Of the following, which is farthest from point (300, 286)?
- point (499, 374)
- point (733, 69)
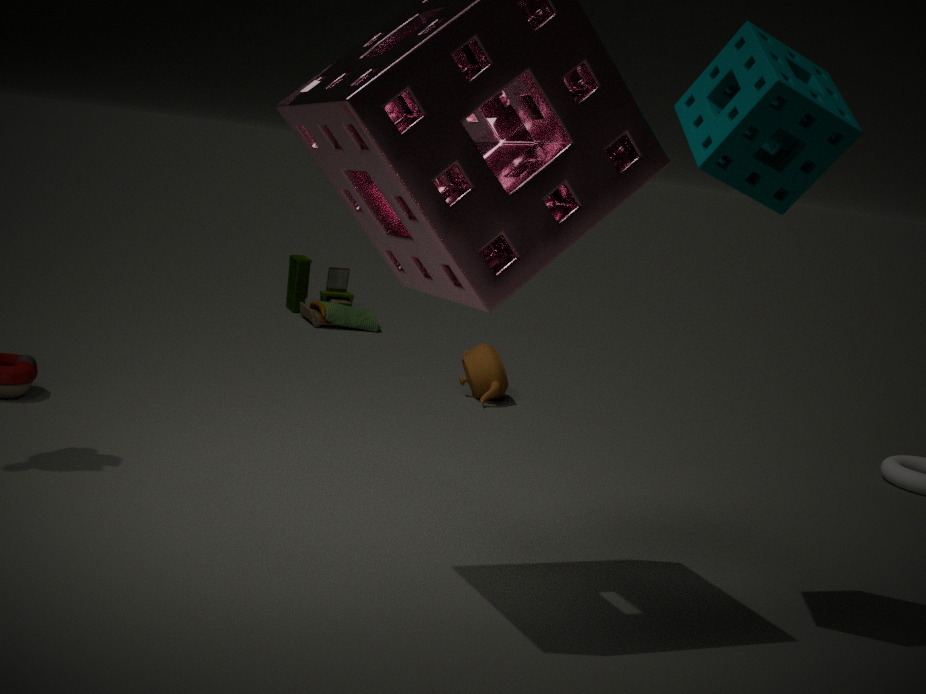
point (733, 69)
